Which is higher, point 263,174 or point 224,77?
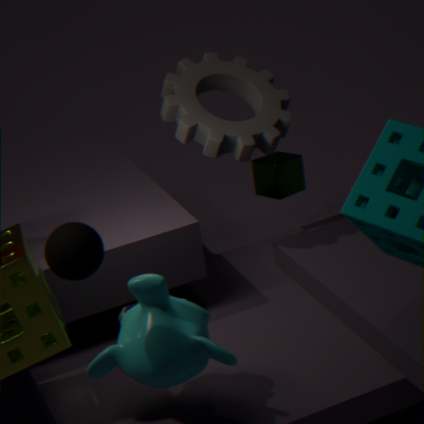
point 224,77
